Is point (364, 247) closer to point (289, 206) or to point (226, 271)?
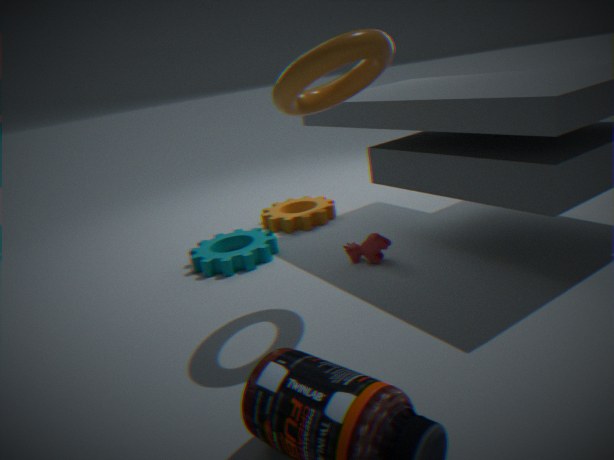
point (226, 271)
